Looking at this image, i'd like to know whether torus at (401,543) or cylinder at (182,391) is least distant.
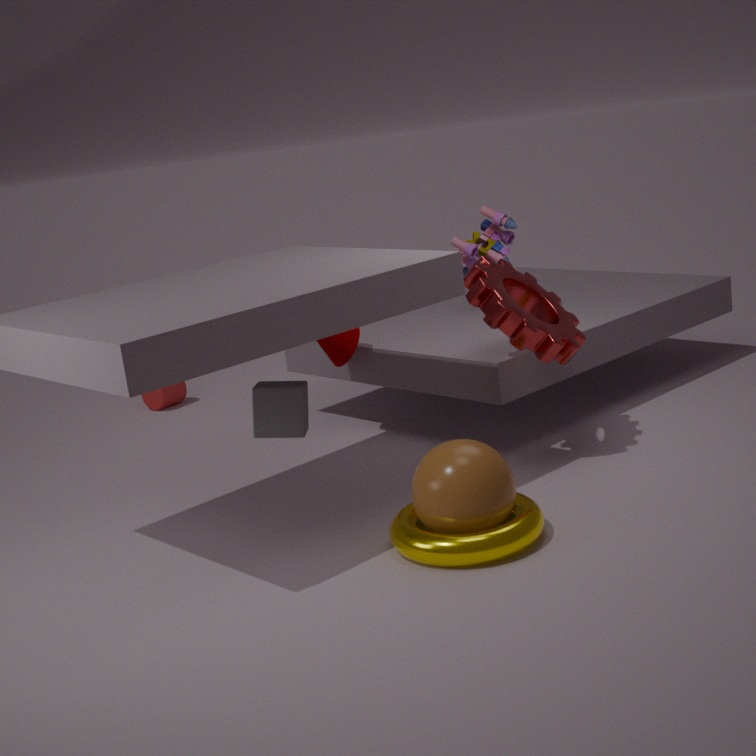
torus at (401,543)
